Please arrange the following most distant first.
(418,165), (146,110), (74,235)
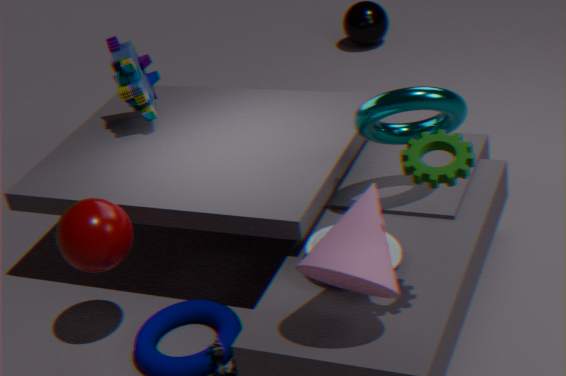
(146,110) < (74,235) < (418,165)
